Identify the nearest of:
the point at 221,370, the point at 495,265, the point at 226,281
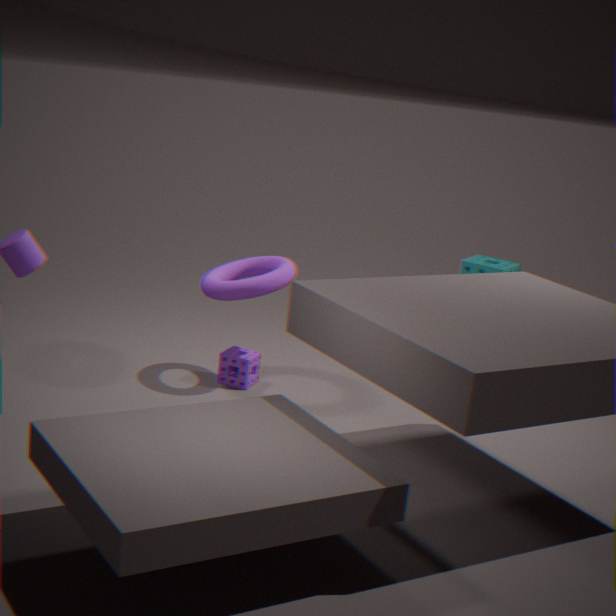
the point at 226,281
